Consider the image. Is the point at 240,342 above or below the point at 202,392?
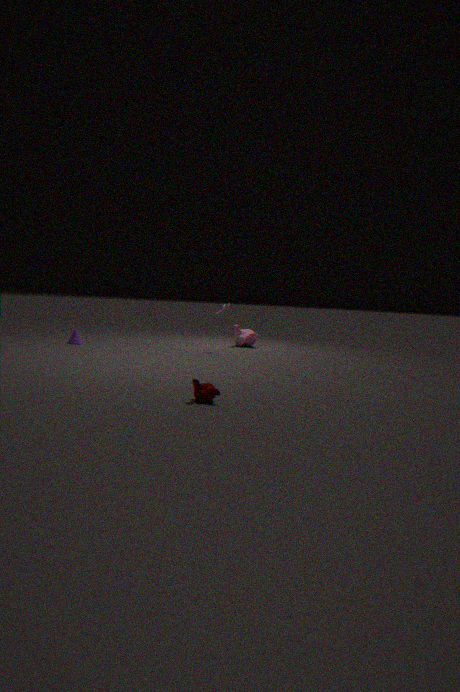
above
